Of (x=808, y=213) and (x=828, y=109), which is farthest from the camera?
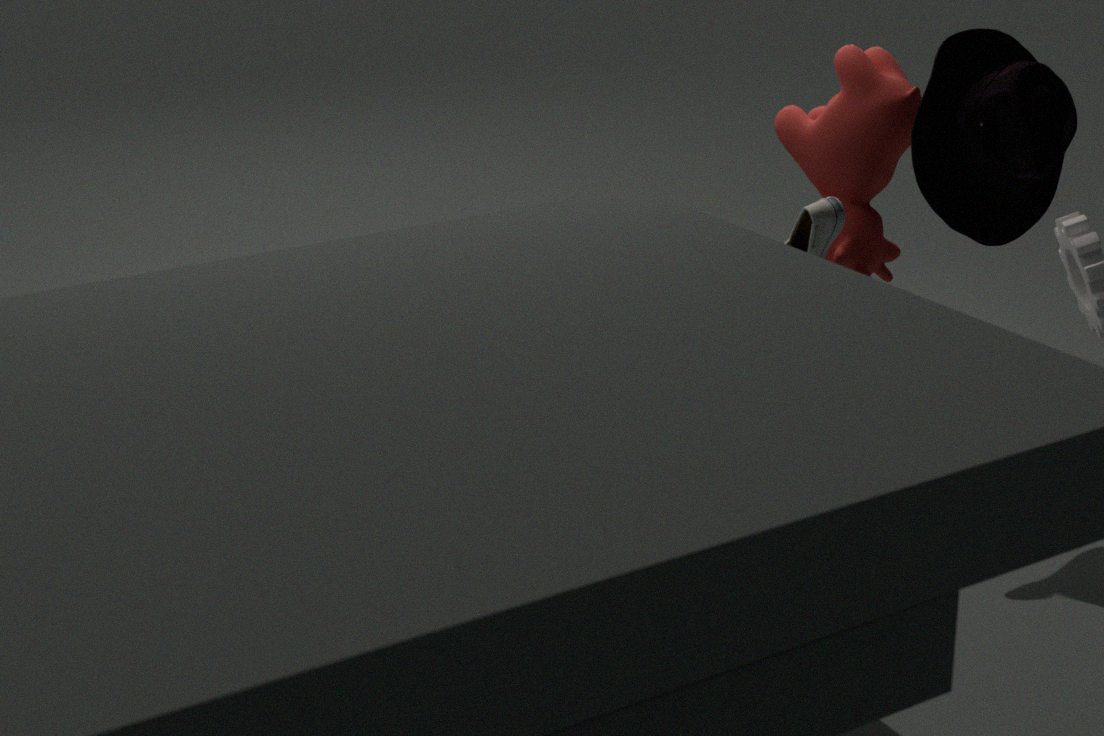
(x=828, y=109)
